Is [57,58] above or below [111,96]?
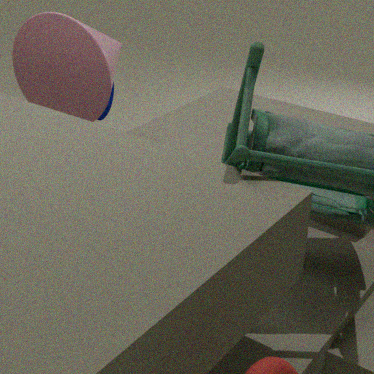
above
